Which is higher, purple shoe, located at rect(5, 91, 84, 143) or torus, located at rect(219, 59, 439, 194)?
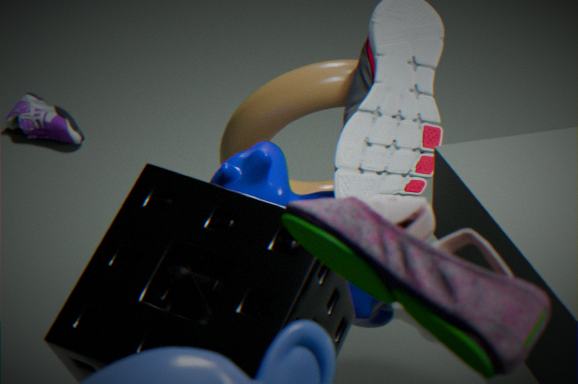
torus, located at rect(219, 59, 439, 194)
